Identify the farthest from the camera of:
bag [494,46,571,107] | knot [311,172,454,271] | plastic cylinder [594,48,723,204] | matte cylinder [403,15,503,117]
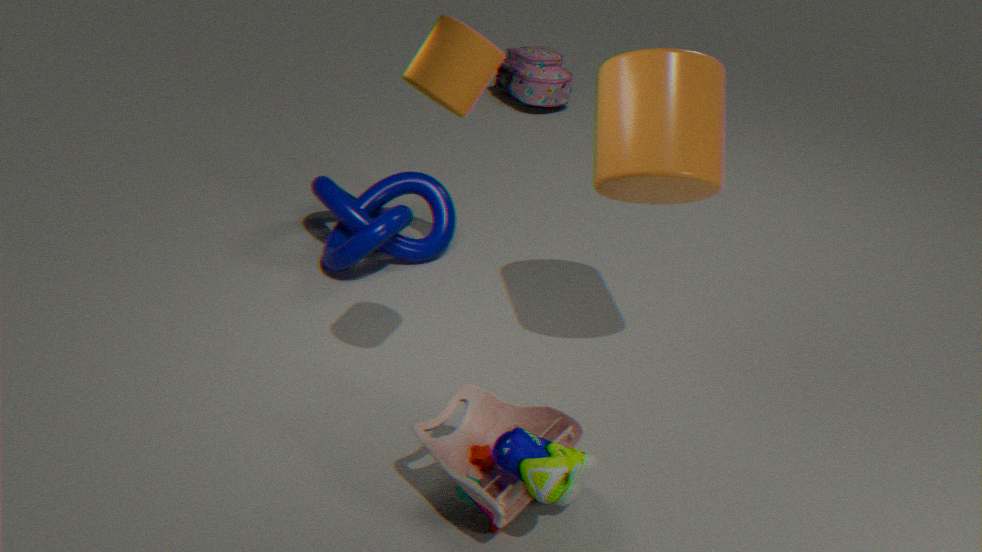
bag [494,46,571,107]
